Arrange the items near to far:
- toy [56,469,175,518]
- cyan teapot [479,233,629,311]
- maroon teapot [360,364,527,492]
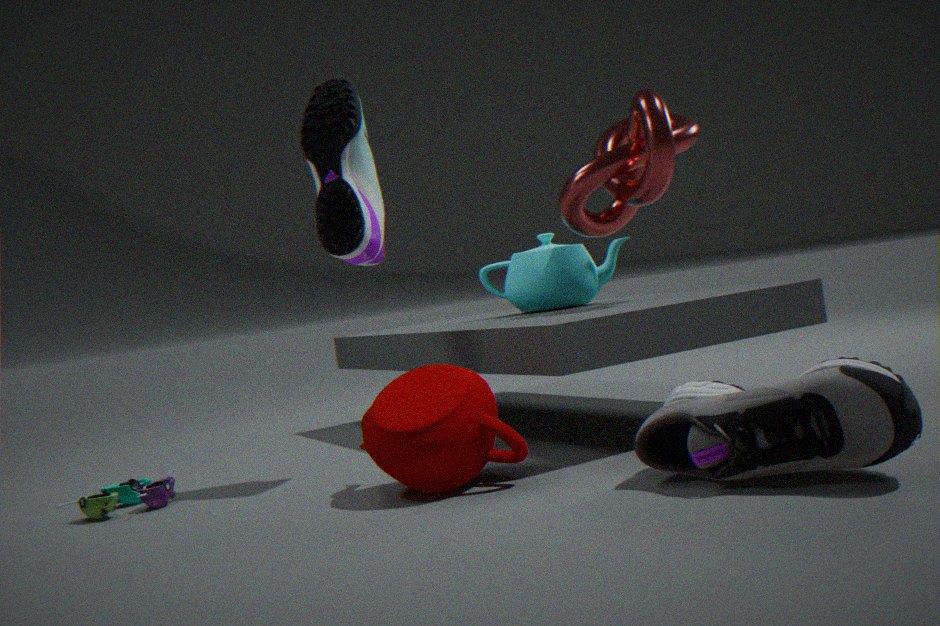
maroon teapot [360,364,527,492]
toy [56,469,175,518]
cyan teapot [479,233,629,311]
